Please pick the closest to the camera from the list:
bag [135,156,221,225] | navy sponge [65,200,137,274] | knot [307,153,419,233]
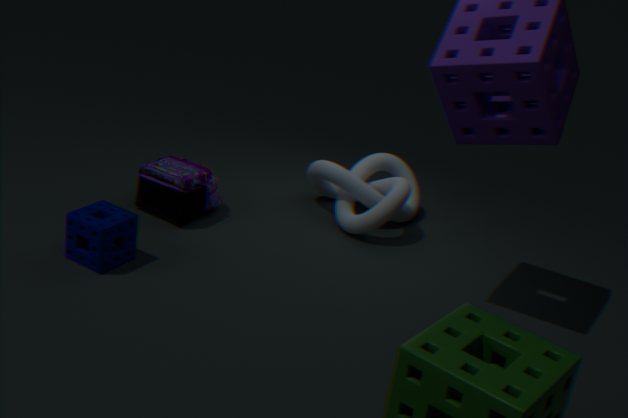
navy sponge [65,200,137,274]
